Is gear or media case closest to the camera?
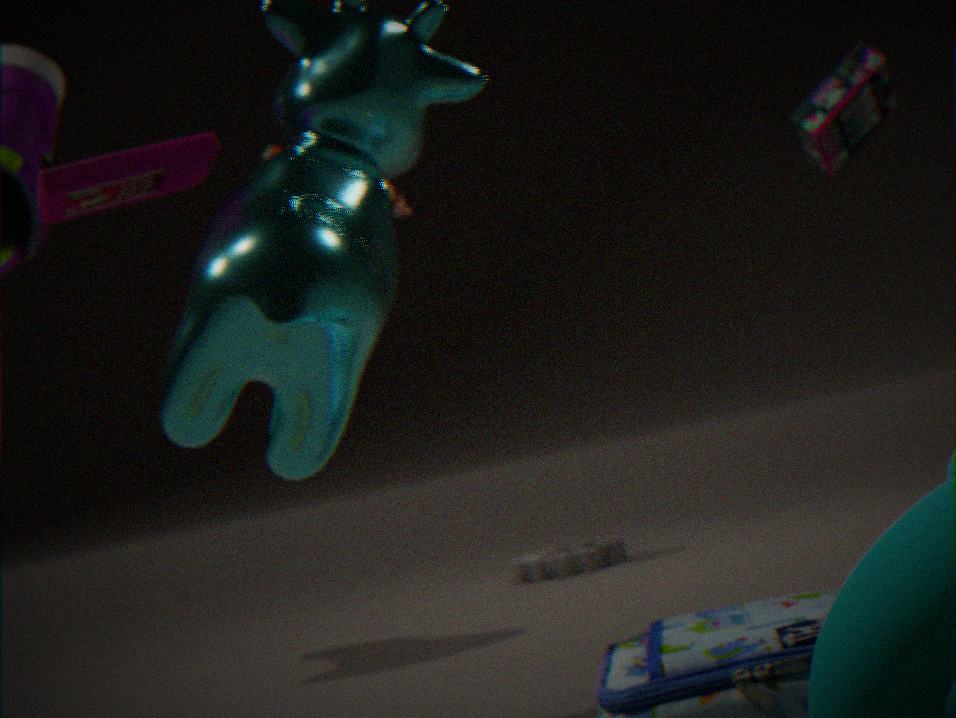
media case
